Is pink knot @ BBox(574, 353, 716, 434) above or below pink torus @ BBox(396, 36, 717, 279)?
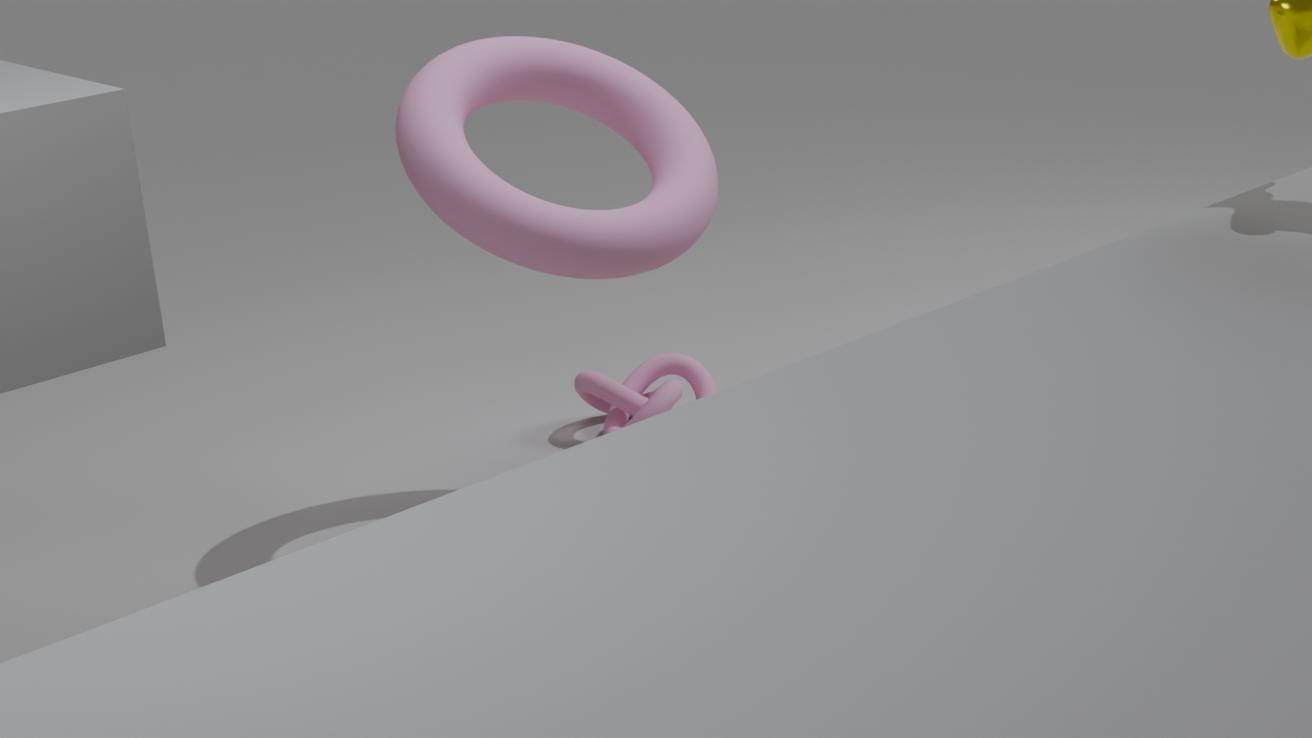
below
